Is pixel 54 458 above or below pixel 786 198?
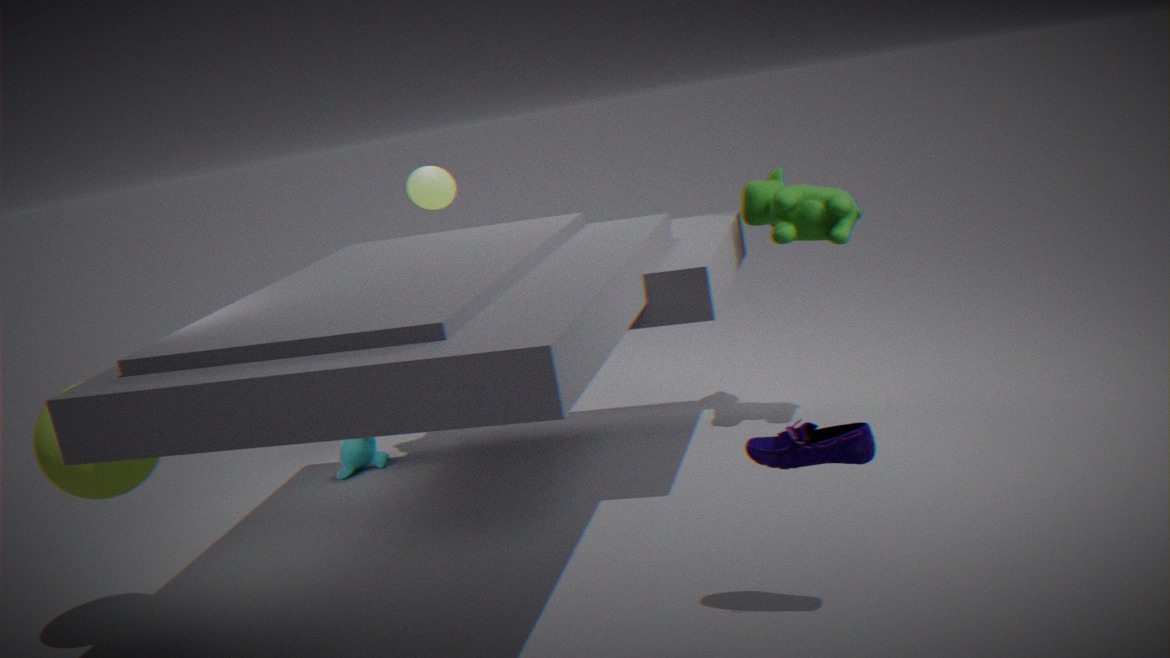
below
